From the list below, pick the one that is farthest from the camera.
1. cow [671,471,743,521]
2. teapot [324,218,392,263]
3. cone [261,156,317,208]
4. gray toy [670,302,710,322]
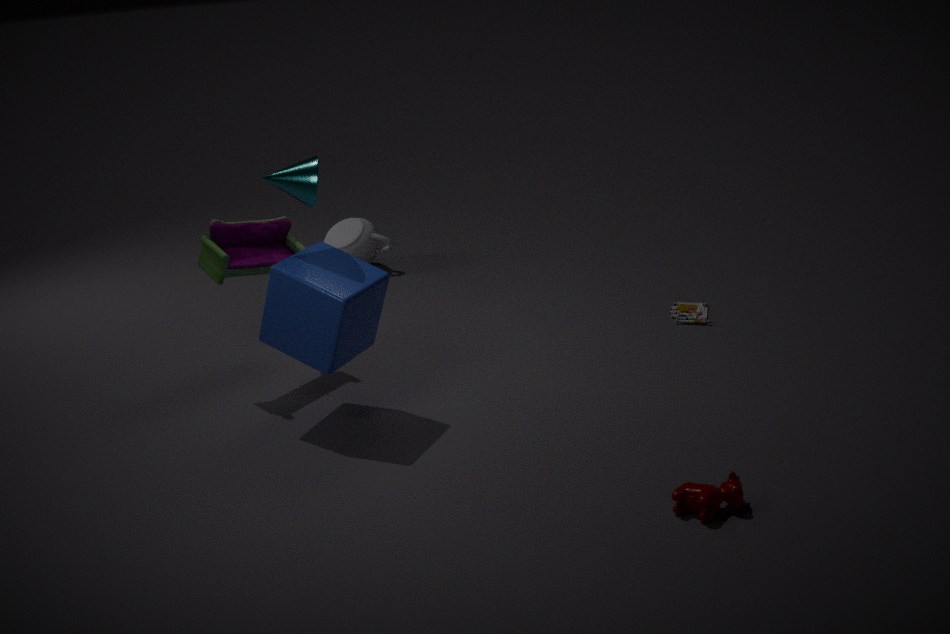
teapot [324,218,392,263]
